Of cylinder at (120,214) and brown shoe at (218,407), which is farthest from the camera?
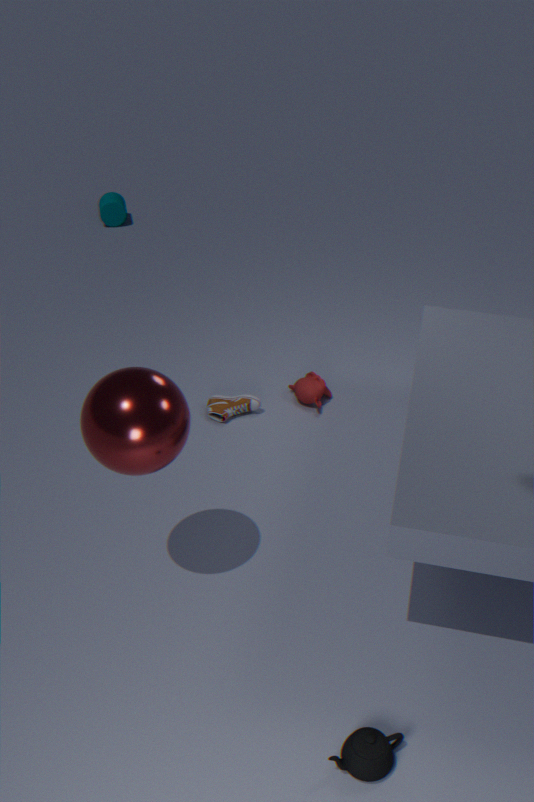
cylinder at (120,214)
